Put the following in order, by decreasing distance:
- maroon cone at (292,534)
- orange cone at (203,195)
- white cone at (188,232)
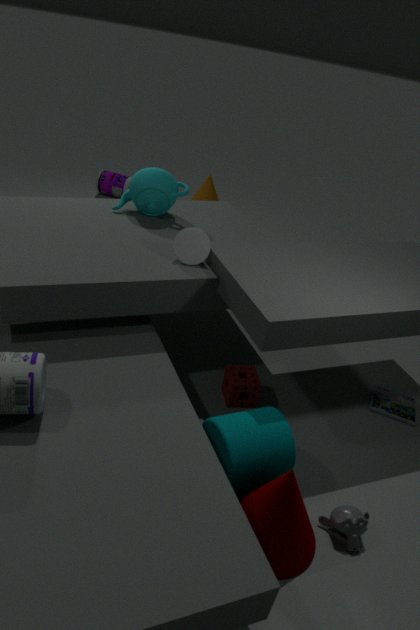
orange cone at (203,195) < white cone at (188,232) < maroon cone at (292,534)
